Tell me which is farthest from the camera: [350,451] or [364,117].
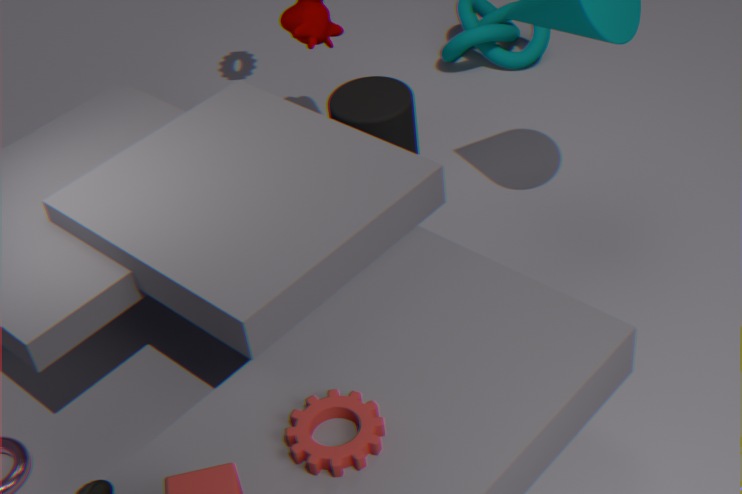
[364,117]
